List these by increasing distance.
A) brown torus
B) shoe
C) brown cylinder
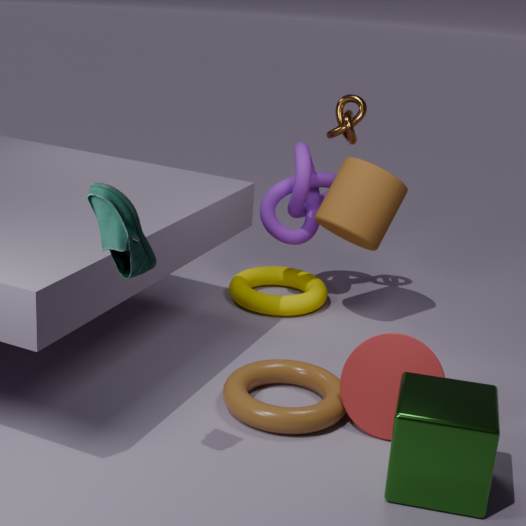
shoe
brown torus
brown cylinder
